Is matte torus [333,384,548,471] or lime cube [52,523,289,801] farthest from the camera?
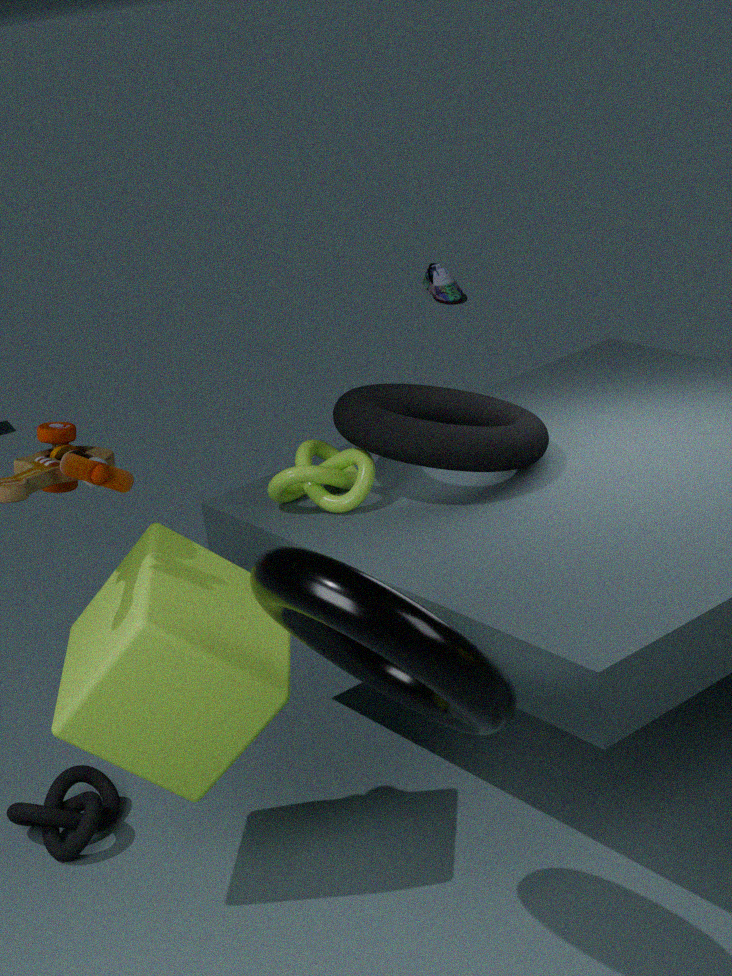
matte torus [333,384,548,471]
